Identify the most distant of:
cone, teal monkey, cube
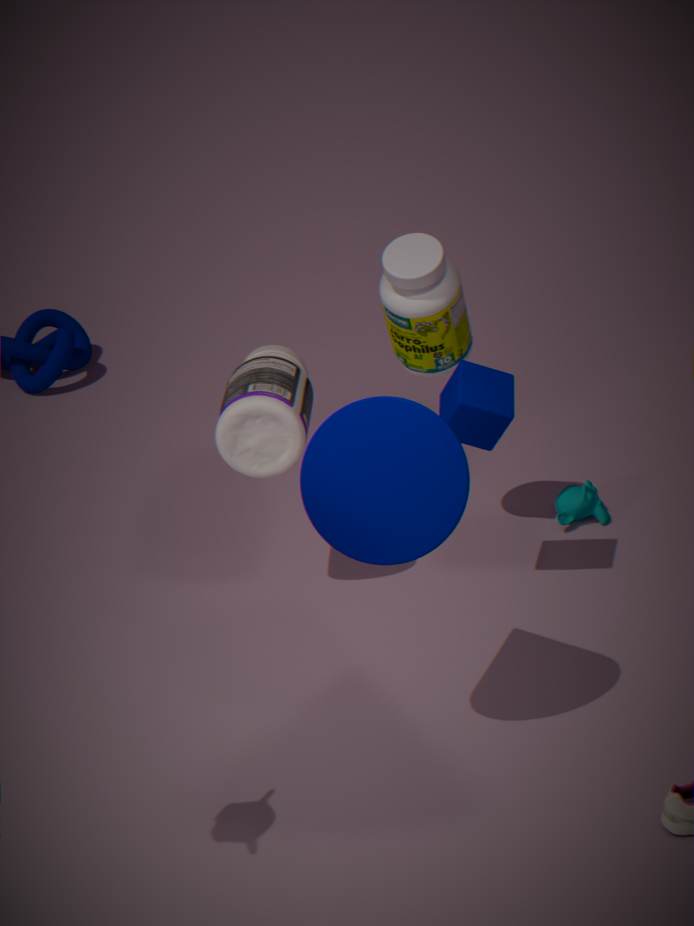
teal monkey
